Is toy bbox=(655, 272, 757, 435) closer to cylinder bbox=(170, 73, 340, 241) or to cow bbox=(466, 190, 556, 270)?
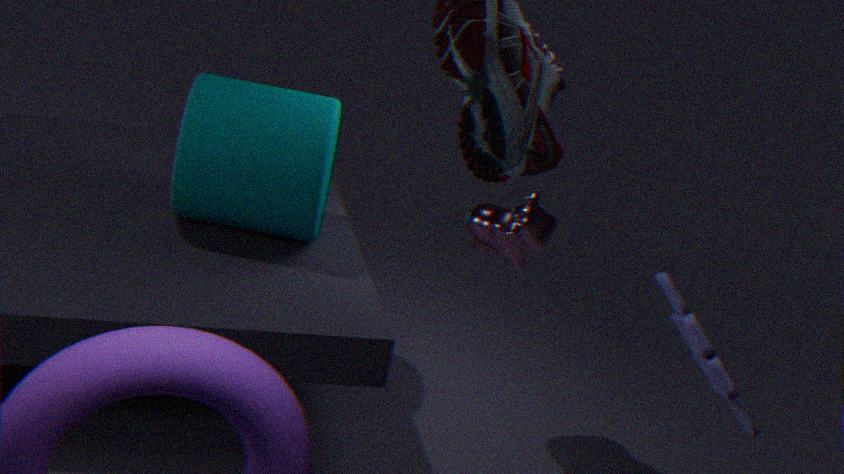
cow bbox=(466, 190, 556, 270)
